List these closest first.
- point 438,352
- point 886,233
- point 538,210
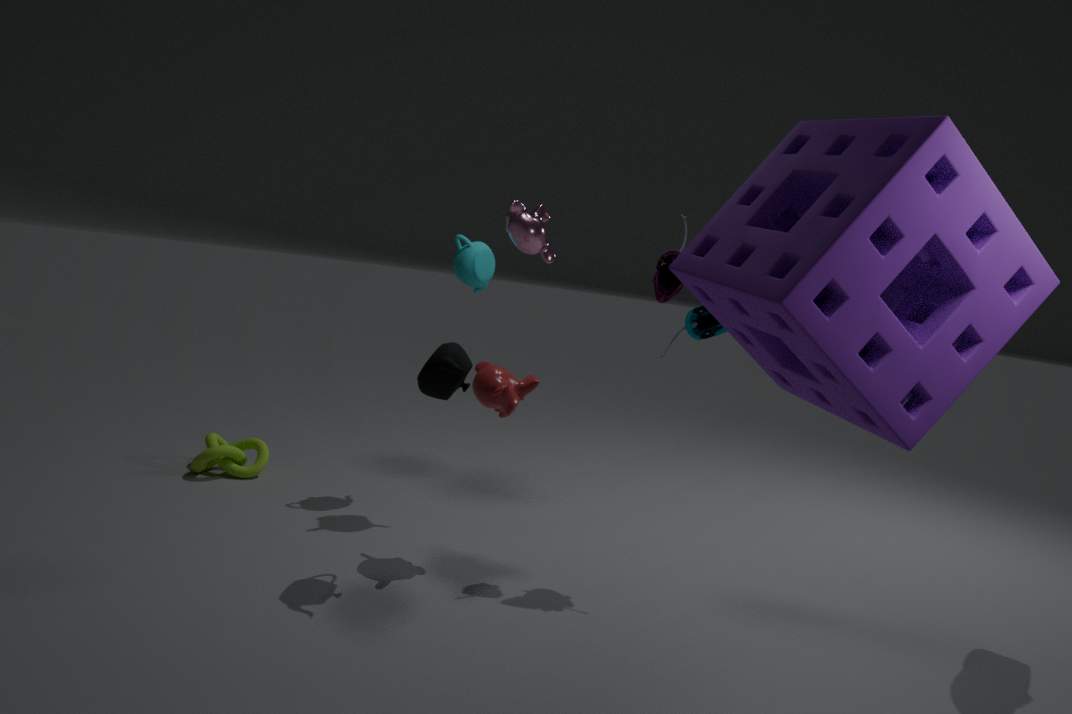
point 886,233
point 438,352
point 538,210
